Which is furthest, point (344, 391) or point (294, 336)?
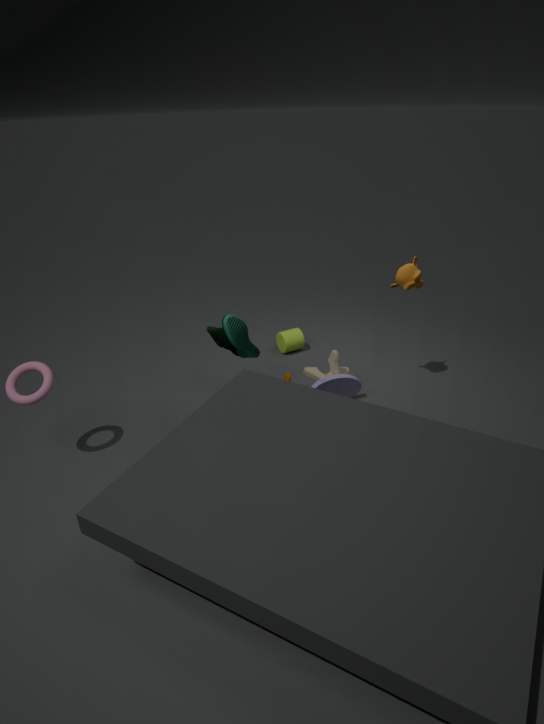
point (294, 336)
